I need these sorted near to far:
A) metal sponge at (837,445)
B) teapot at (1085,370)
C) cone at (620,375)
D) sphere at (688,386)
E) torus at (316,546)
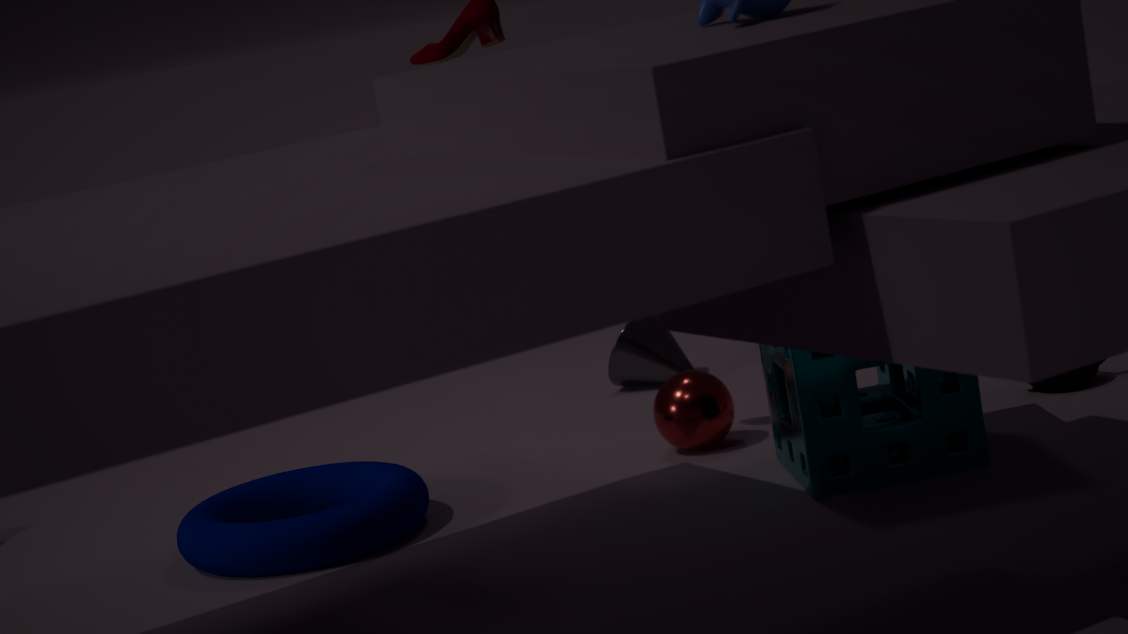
metal sponge at (837,445) < torus at (316,546) < sphere at (688,386) < teapot at (1085,370) < cone at (620,375)
